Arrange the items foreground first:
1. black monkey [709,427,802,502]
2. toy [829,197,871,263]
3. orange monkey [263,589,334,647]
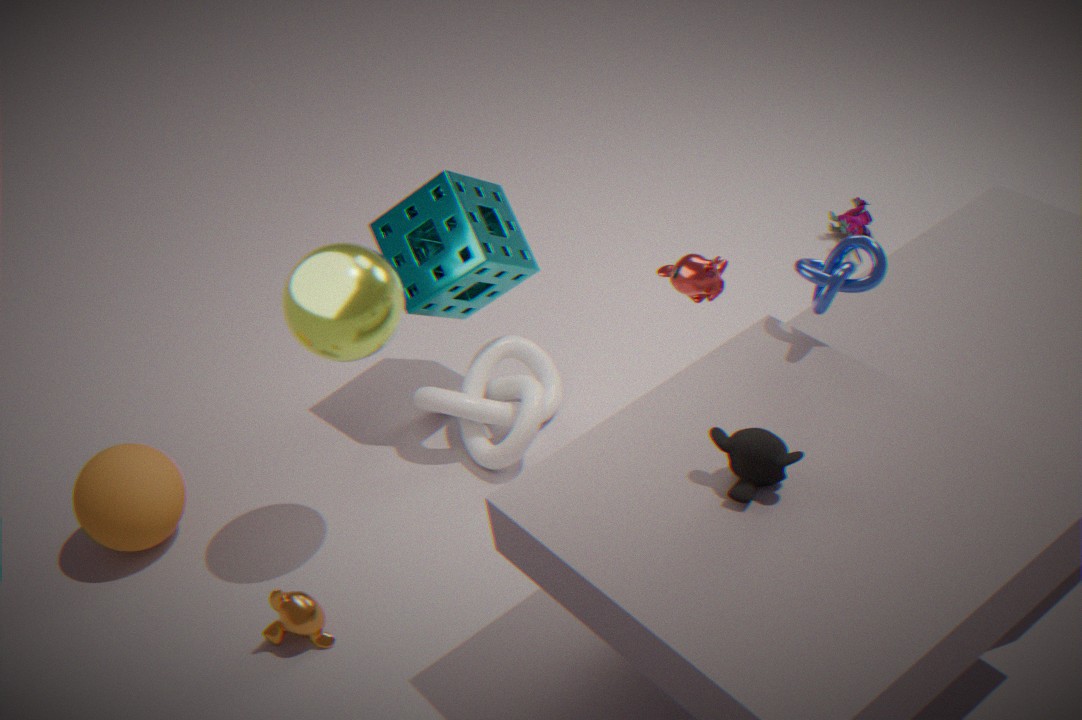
black monkey [709,427,802,502], orange monkey [263,589,334,647], toy [829,197,871,263]
